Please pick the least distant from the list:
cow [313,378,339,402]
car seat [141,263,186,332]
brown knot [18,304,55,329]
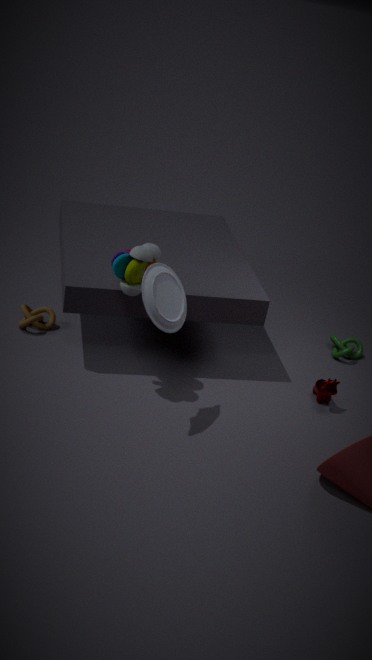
car seat [141,263,186,332]
